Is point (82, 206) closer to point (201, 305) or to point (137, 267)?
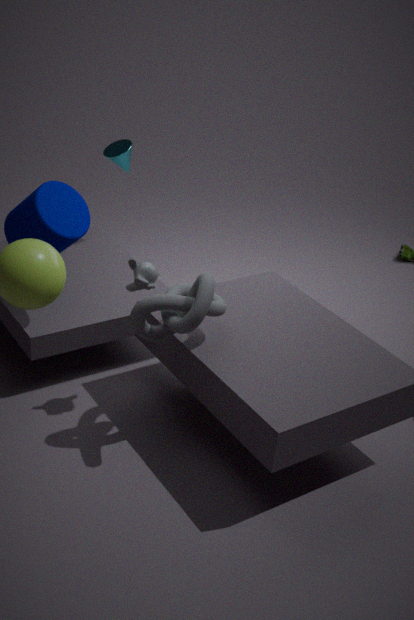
point (137, 267)
